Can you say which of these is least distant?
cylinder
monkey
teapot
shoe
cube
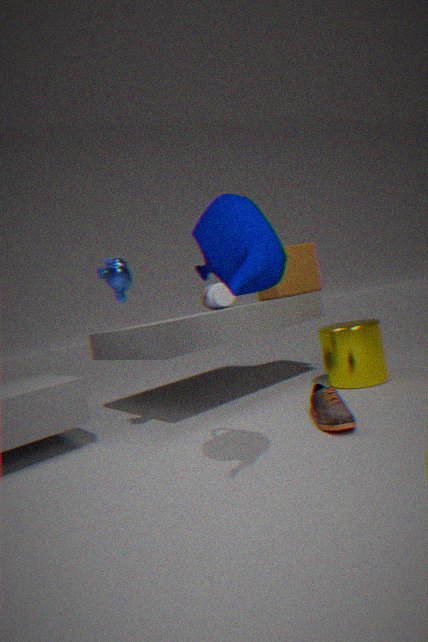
Answer: teapot
